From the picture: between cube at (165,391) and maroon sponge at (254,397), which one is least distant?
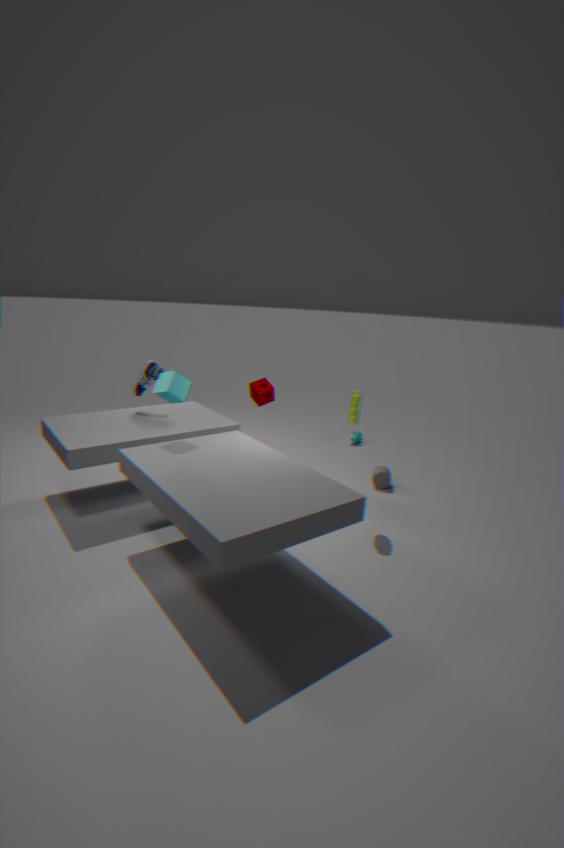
cube at (165,391)
